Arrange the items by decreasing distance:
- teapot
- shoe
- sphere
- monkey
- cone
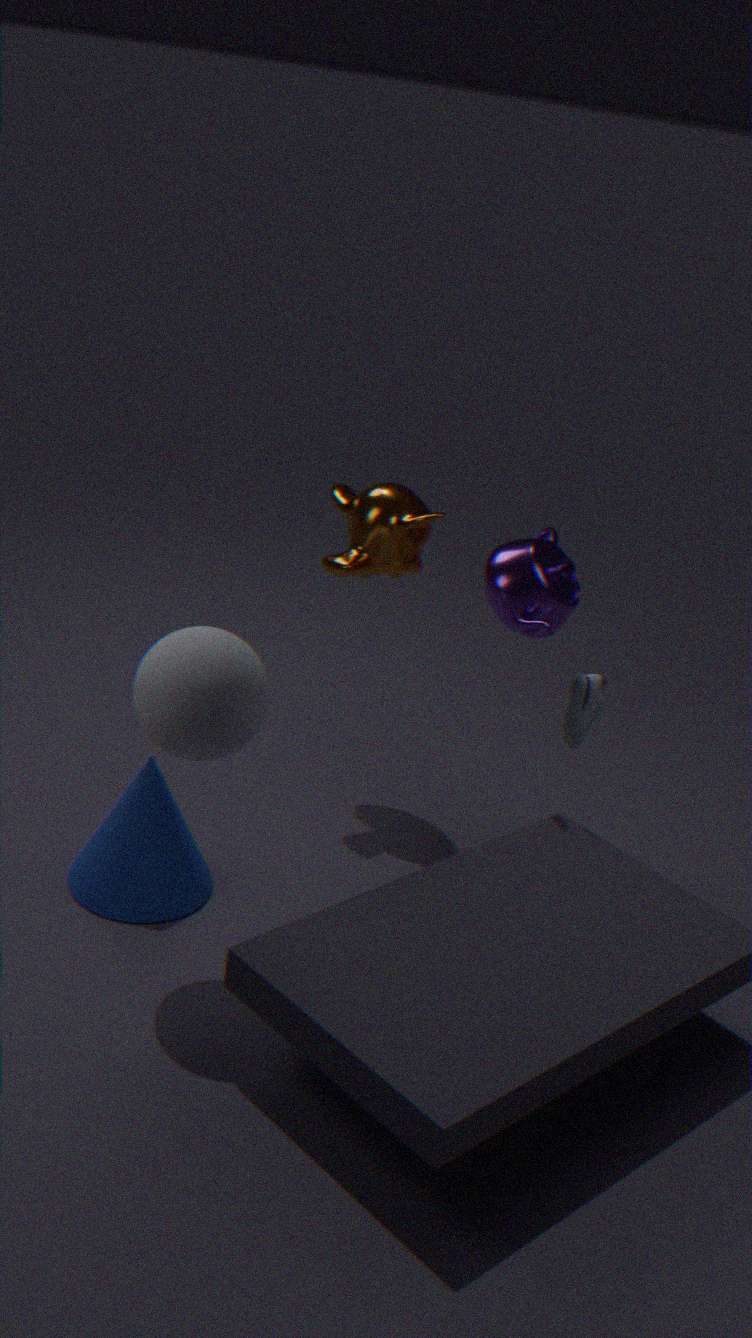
monkey
teapot
shoe
cone
sphere
